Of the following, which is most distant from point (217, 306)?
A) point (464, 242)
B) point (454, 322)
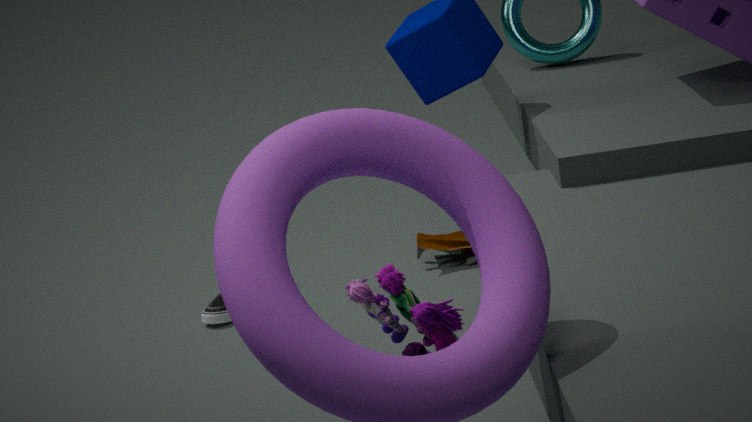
point (454, 322)
